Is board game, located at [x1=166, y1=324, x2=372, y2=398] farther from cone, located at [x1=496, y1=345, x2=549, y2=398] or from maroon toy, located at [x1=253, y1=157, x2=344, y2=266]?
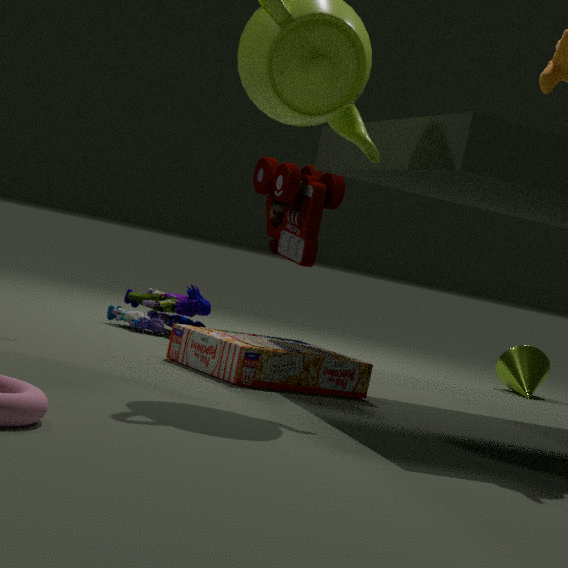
cone, located at [x1=496, y1=345, x2=549, y2=398]
